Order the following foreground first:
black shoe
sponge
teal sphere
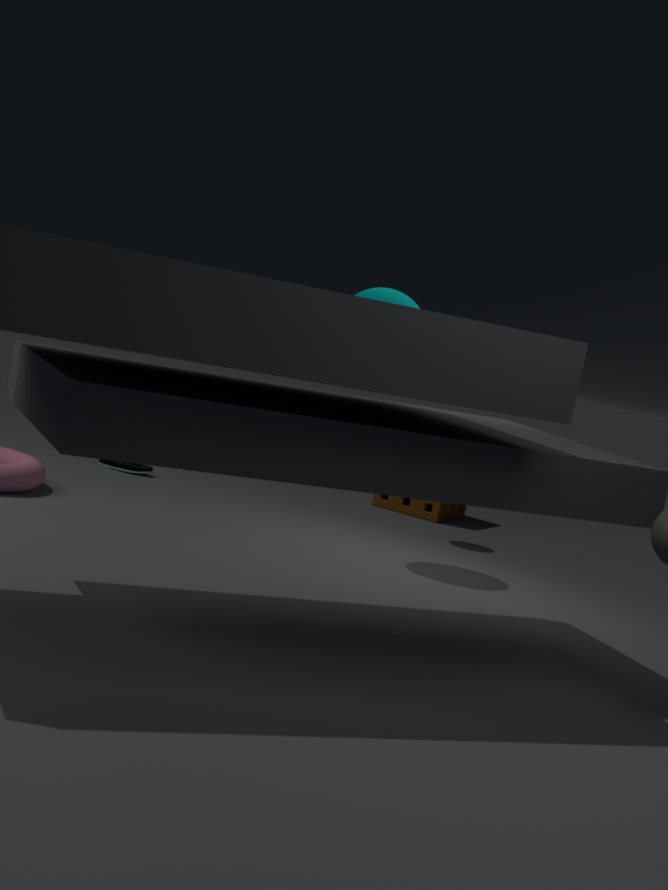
teal sphere
black shoe
sponge
